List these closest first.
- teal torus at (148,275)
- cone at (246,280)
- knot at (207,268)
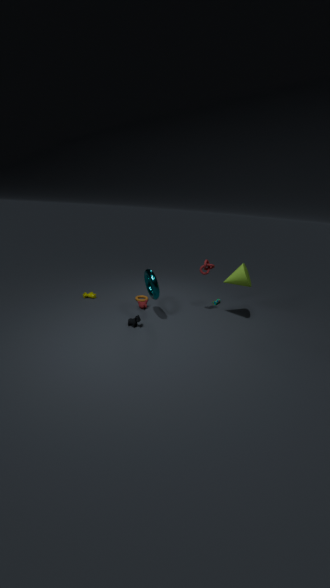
teal torus at (148,275)
cone at (246,280)
knot at (207,268)
